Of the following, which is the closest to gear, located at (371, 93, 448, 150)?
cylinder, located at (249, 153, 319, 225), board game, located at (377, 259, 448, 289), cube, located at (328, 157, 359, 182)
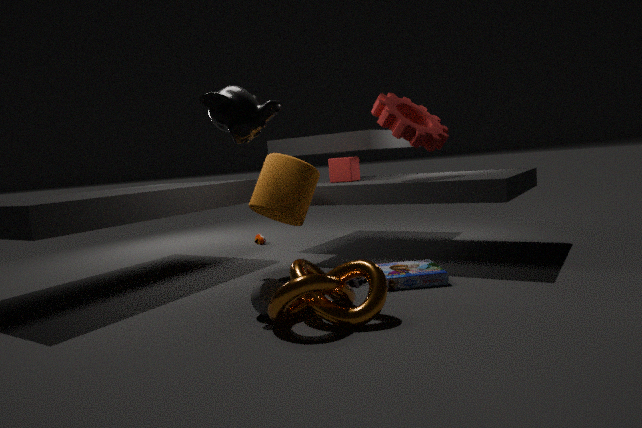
cube, located at (328, 157, 359, 182)
